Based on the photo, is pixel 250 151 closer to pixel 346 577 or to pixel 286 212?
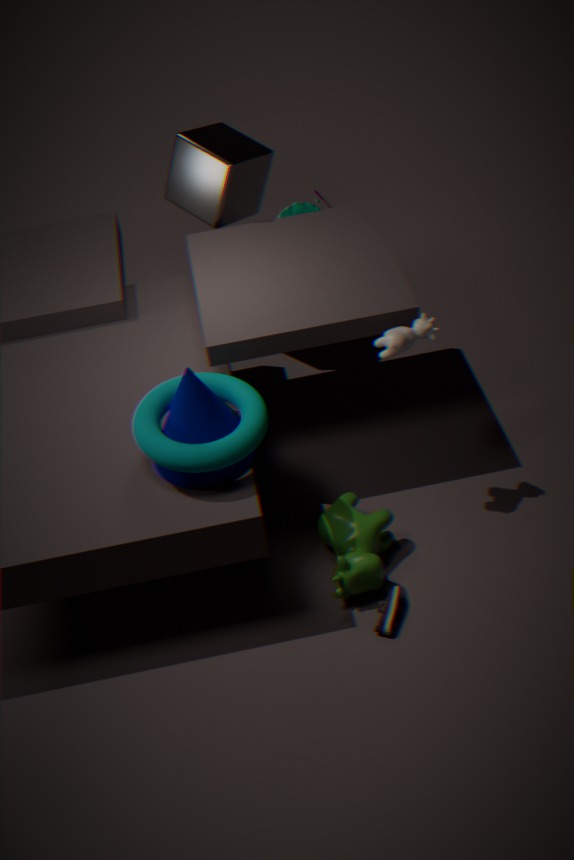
pixel 286 212
